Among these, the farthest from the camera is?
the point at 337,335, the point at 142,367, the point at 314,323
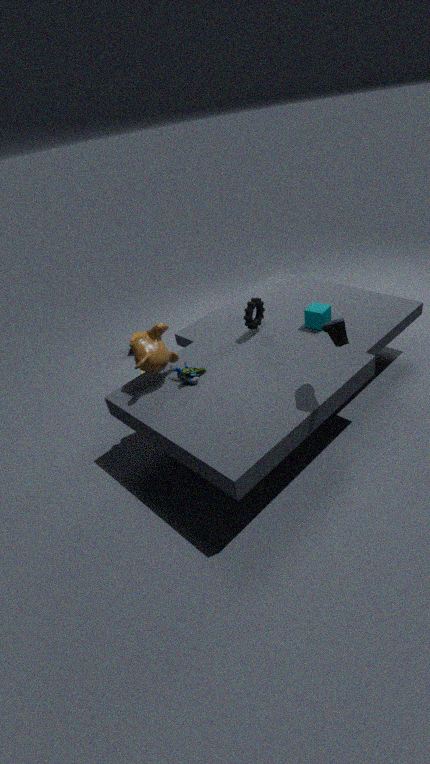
the point at 314,323
